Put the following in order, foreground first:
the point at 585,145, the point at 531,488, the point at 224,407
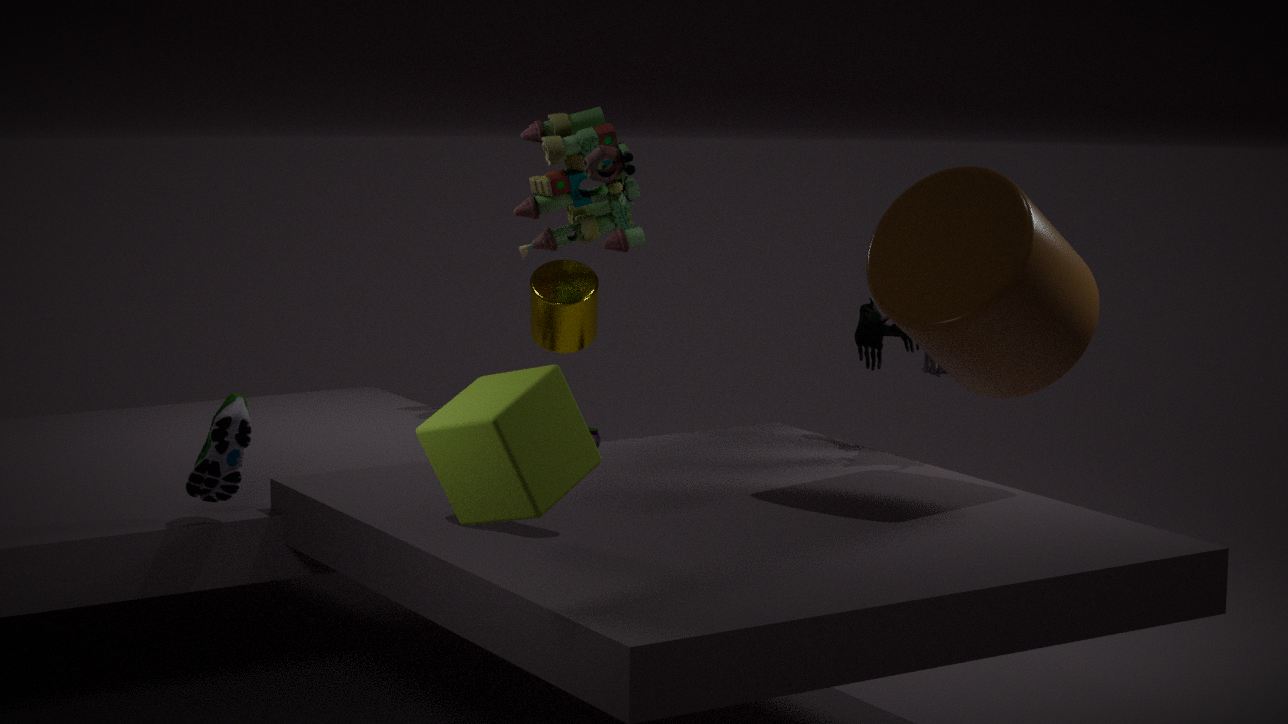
the point at 531,488 < the point at 224,407 < the point at 585,145
